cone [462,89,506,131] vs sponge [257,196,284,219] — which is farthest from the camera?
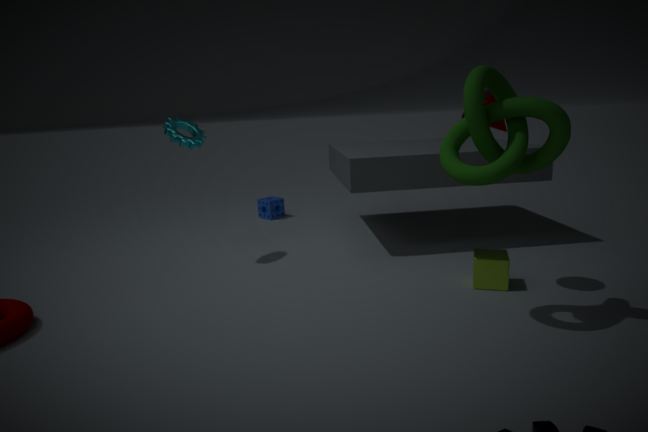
sponge [257,196,284,219]
